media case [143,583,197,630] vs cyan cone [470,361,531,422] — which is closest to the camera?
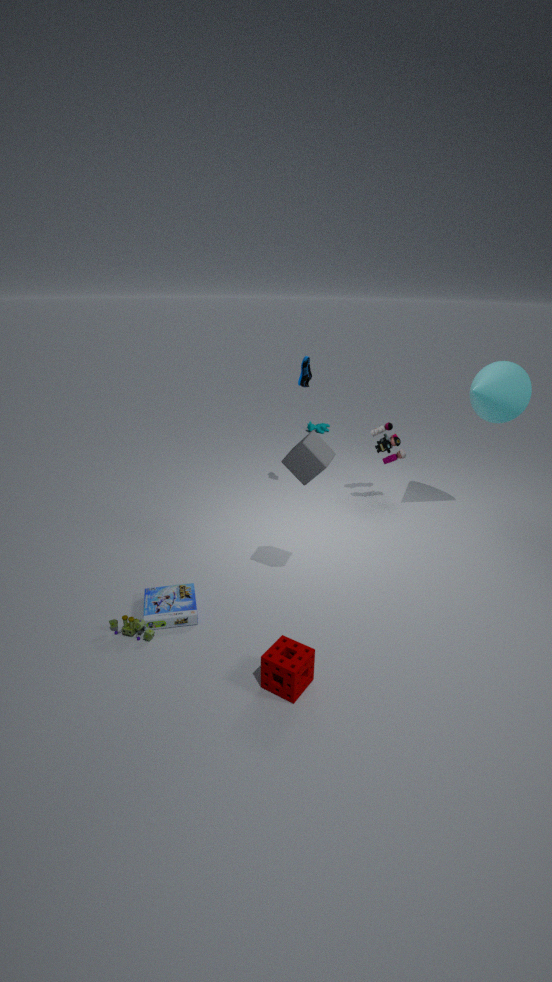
media case [143,583,197,630]
